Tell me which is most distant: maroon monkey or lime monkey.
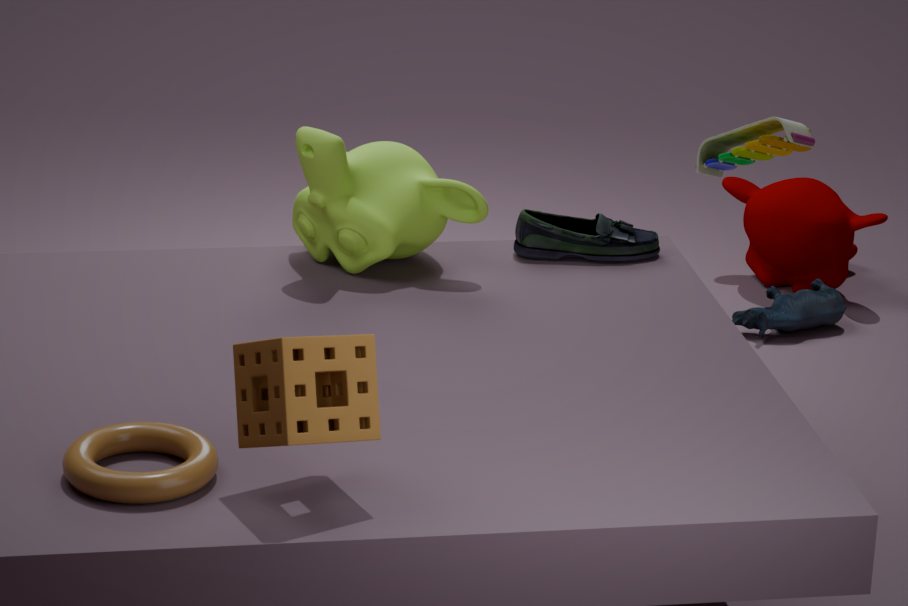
maroon monkey
